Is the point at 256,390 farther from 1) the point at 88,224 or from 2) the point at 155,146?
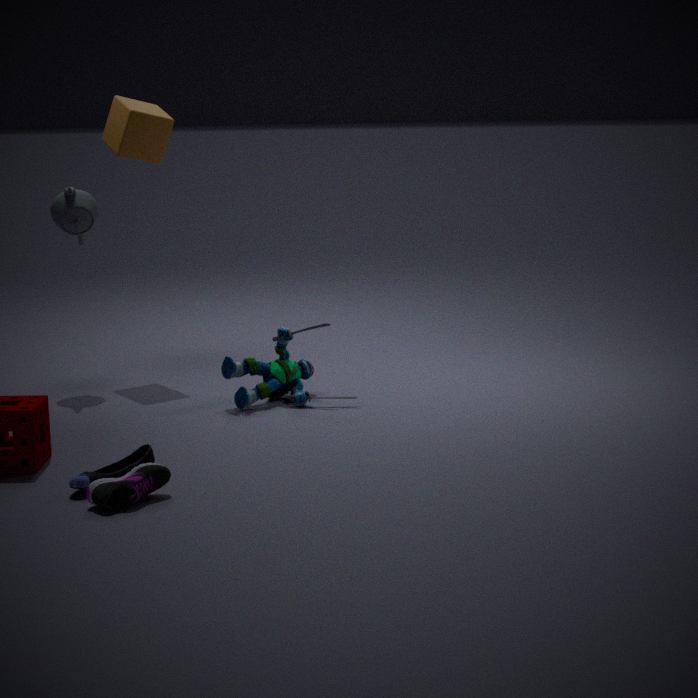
2) the point at 155,146
